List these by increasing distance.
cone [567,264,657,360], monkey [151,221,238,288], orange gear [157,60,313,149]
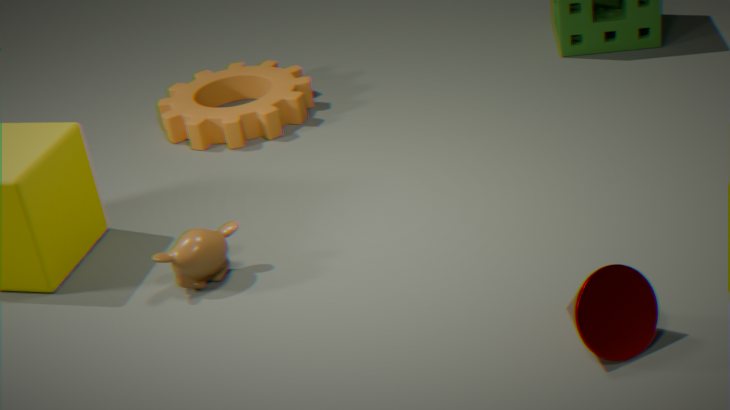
cone [567,264,657,360], monkey [151,221,238,288], orange gear [157,60,313,149]
